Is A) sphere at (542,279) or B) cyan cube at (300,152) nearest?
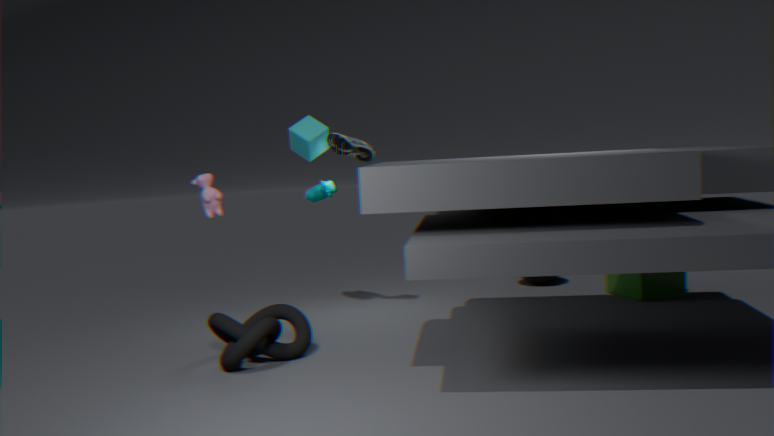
B. cyan cube at (300,152)
